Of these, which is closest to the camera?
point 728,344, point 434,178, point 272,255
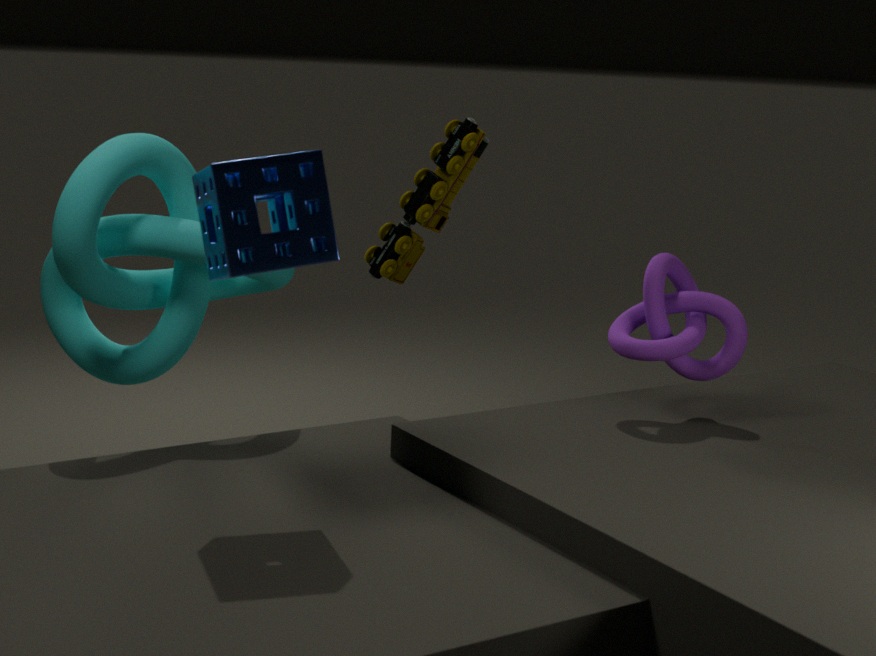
point 272,255
